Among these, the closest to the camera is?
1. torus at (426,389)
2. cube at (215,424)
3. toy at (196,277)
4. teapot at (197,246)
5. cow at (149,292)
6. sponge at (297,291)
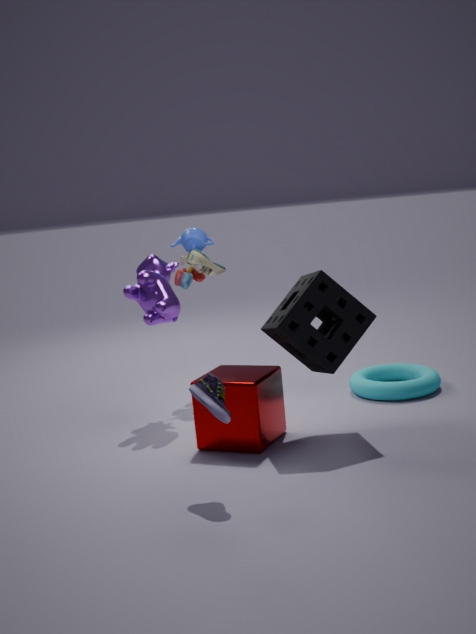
sponge at (297,291)
